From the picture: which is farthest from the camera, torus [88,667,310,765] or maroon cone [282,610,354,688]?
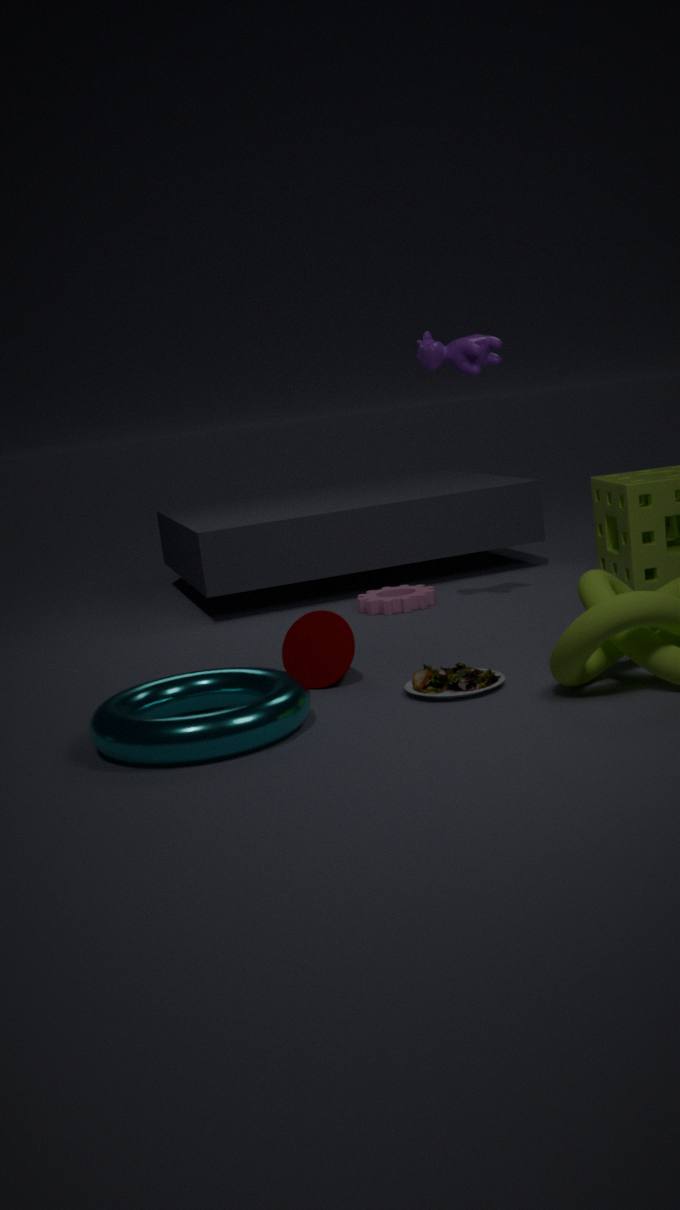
maroon cone [282,610,354,688]
